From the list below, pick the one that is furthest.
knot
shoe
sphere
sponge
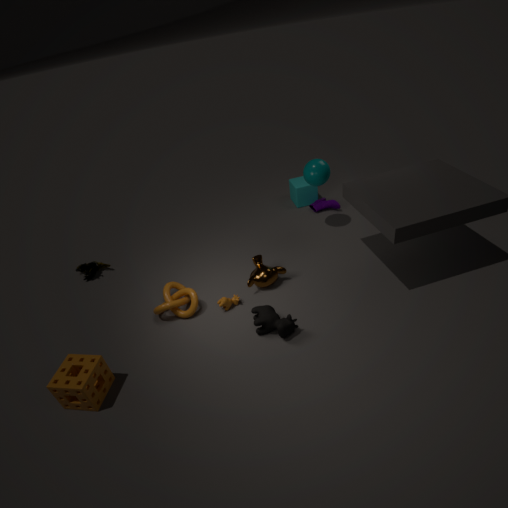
shoe
